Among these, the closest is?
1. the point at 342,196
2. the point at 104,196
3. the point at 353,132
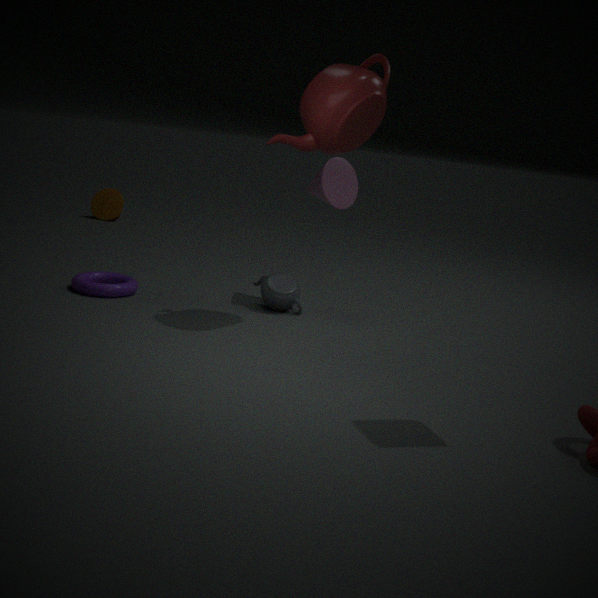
the point at 353,132
